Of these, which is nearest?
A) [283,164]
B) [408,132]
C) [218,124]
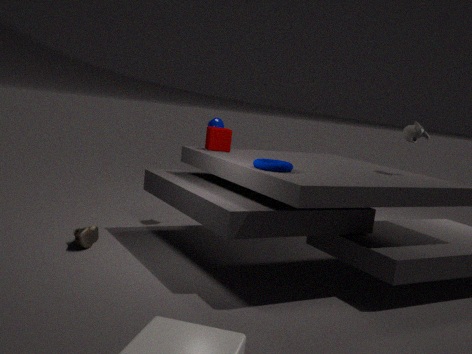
[283,164]
